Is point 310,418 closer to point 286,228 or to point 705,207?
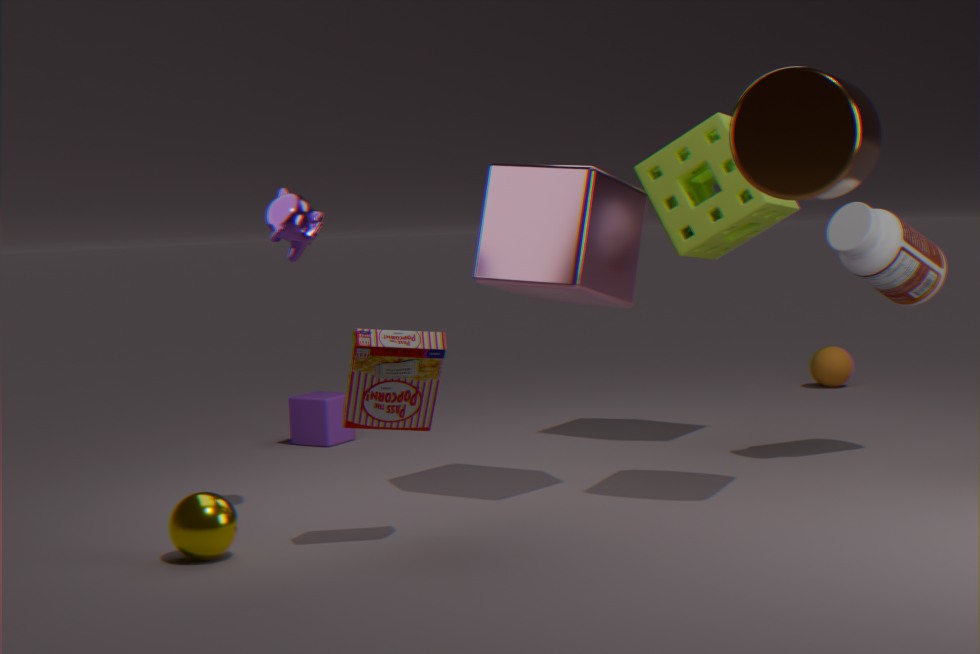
point 286,228
